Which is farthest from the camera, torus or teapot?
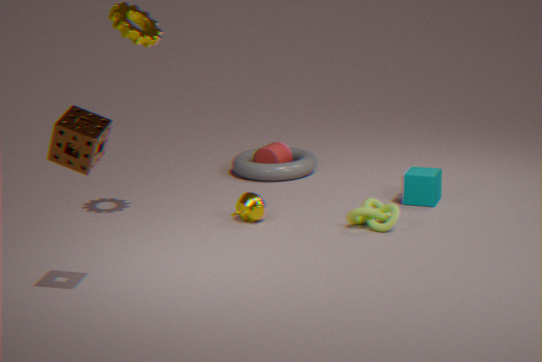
torus
